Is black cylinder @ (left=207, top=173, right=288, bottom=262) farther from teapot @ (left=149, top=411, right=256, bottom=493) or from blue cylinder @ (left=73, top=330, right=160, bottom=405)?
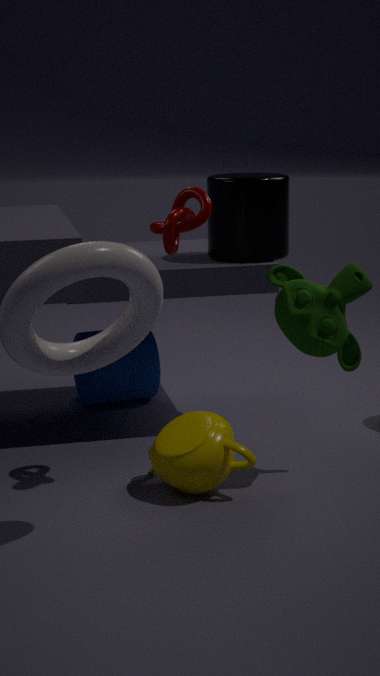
teapot @ (left=149, top=411, right=256, bottom=493)
